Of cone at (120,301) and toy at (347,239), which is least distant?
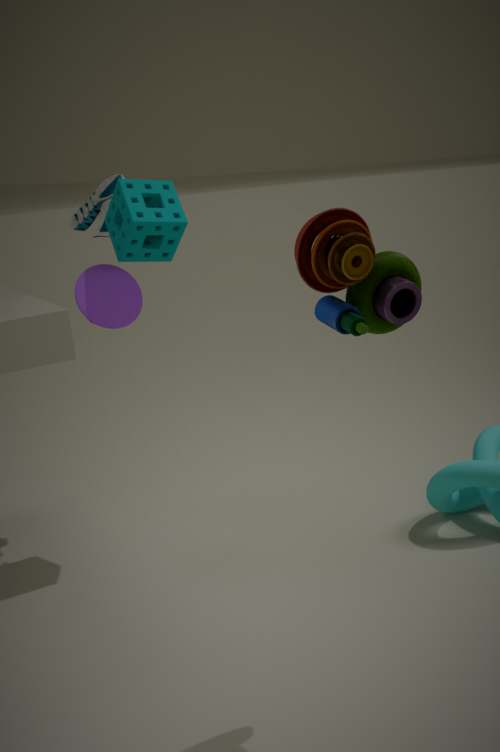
toy at (347,239)
